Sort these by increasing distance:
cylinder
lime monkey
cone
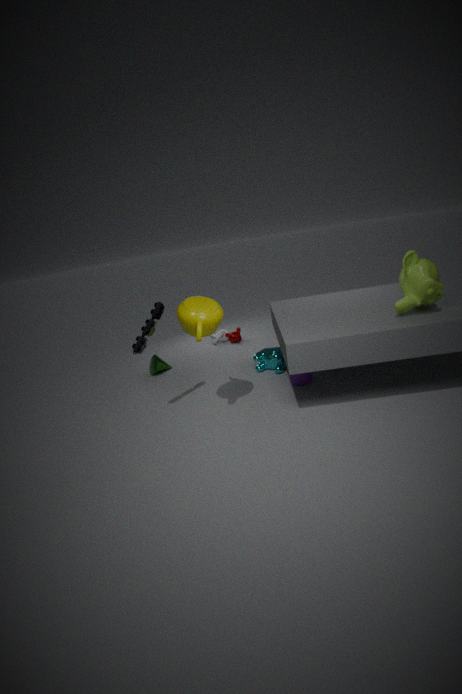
lime monkey < cylinder < cone
